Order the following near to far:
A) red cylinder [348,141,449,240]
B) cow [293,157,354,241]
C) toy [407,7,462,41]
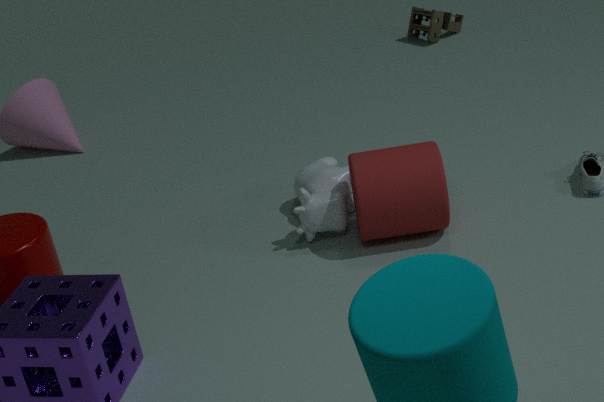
red cylinder [348,141,449,240], cow [293,157,354,241], toy [407,7,462,41]
